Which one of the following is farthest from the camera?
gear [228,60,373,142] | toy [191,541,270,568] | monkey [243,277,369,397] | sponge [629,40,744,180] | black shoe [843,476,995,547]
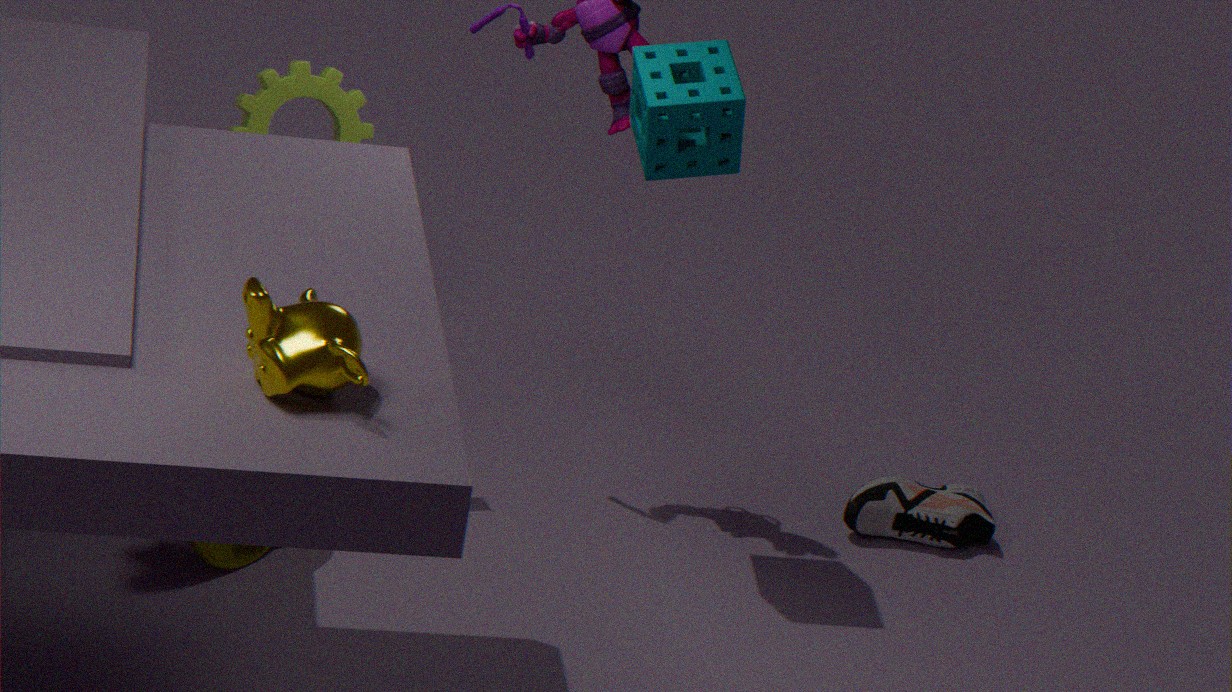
black shoe [843,476,995,547]
